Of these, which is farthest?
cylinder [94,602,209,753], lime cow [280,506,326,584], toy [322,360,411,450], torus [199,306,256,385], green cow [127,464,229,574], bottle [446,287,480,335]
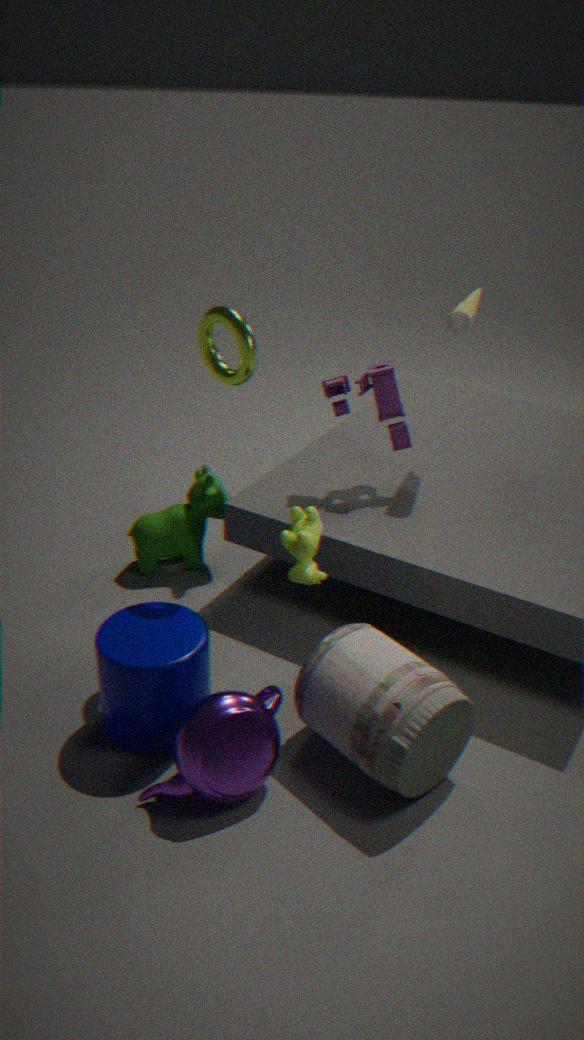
green cow [127,464,229,574]
